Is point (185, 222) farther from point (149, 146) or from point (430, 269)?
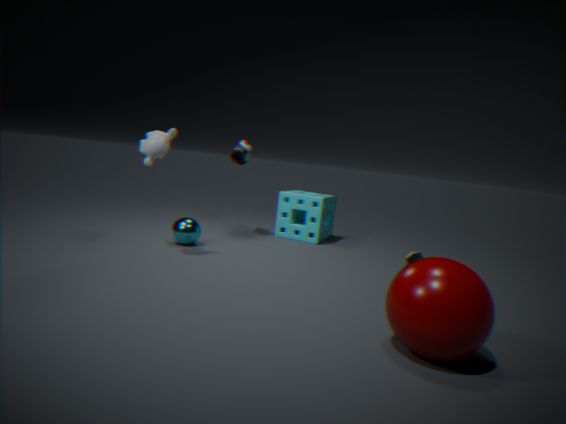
point (430, 269)
